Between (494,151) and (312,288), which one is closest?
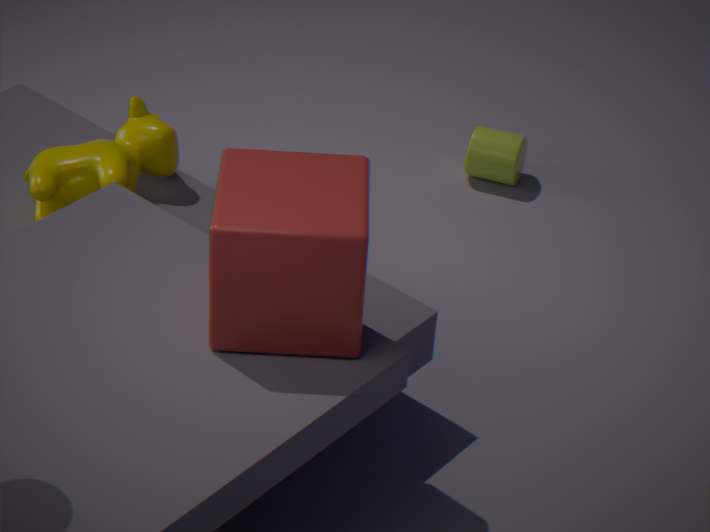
(312,288)
